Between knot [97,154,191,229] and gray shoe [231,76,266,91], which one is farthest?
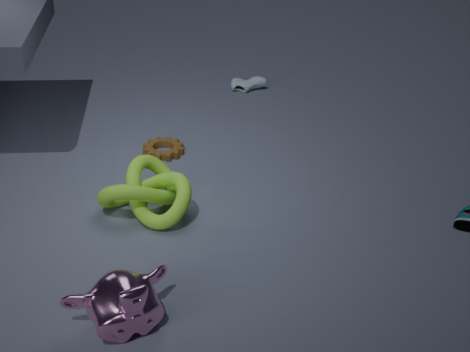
gray shoe [231,76,266,91]
